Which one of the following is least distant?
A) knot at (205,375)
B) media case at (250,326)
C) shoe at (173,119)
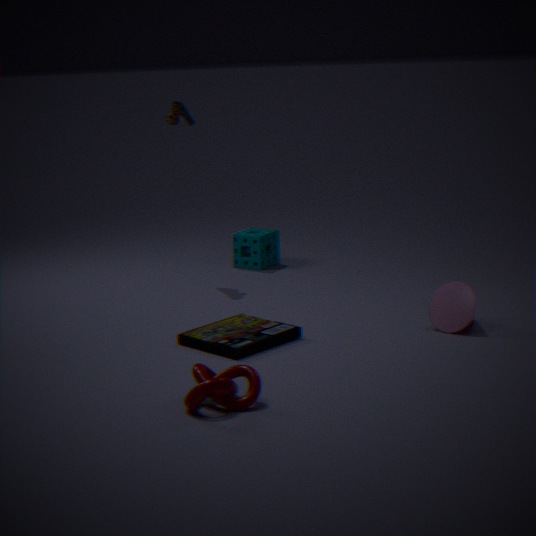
knot at (205,375)
